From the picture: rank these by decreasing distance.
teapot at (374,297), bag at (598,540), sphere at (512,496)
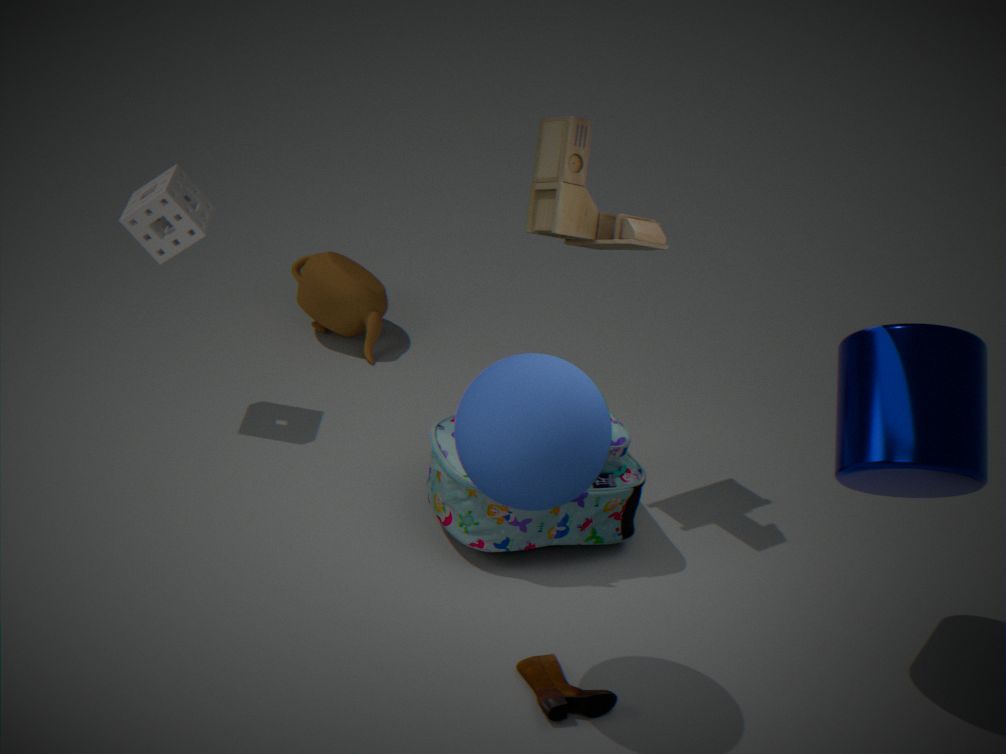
teapot at (374,297), bag at (598,540), sphere at (512,496)
